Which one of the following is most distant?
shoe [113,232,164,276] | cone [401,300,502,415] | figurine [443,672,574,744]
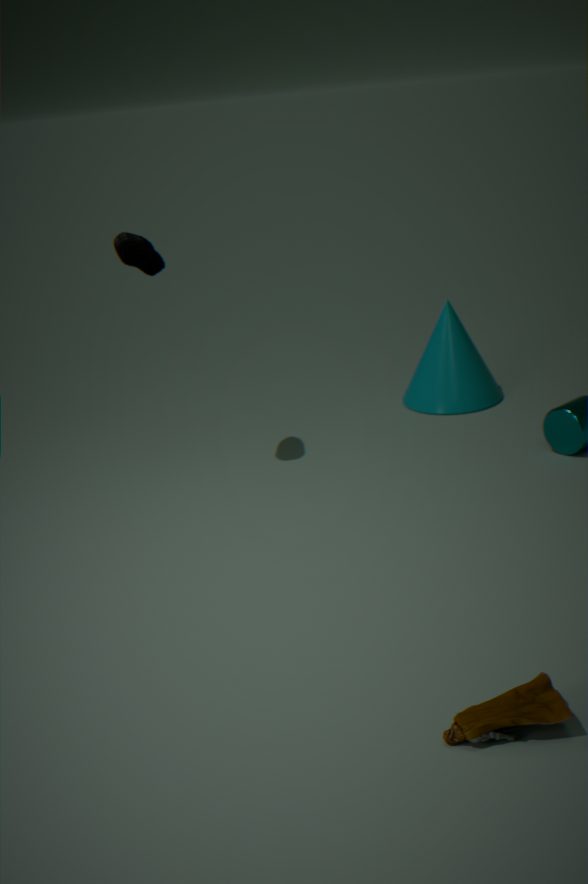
cone [401,300,502,415]
